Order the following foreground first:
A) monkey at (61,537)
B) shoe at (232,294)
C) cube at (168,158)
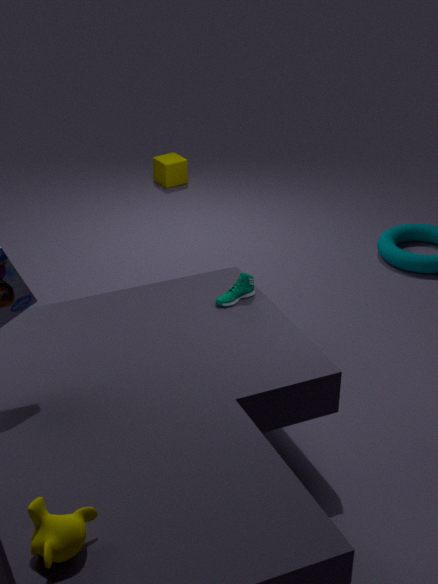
monkey at (61,537) → shoe at (232,294) → cube at (168,158)
